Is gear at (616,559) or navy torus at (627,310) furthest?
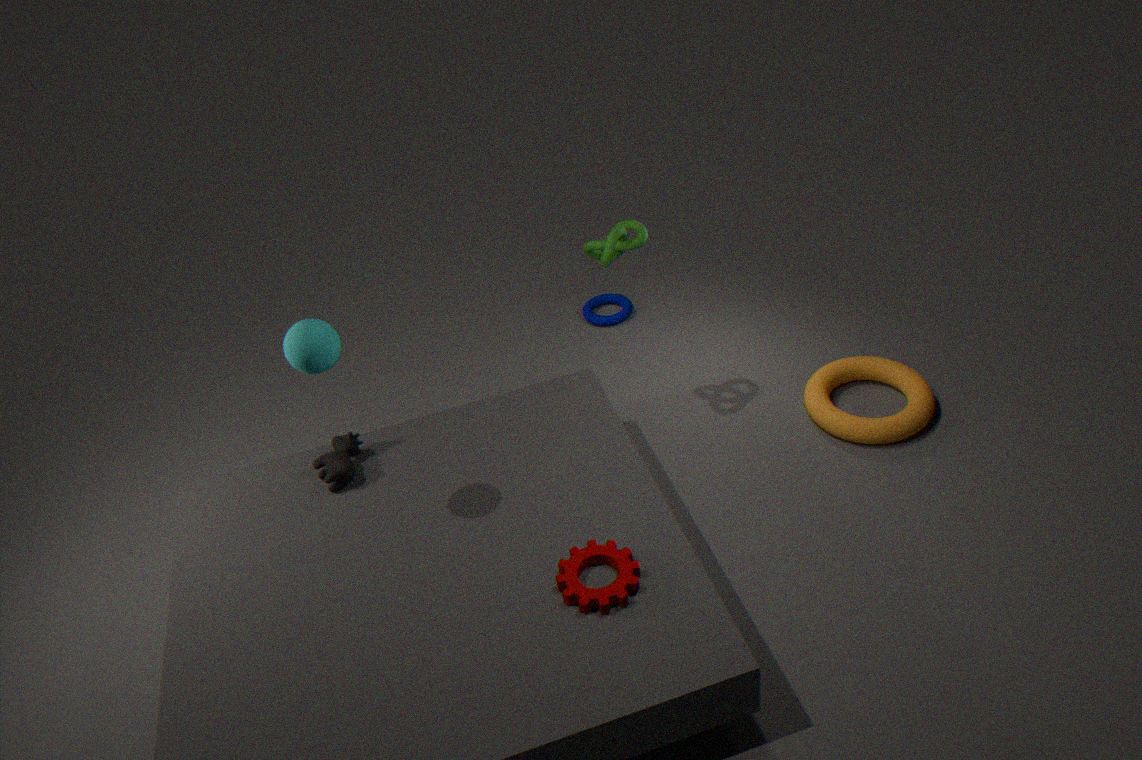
navy torus at (627,310)
